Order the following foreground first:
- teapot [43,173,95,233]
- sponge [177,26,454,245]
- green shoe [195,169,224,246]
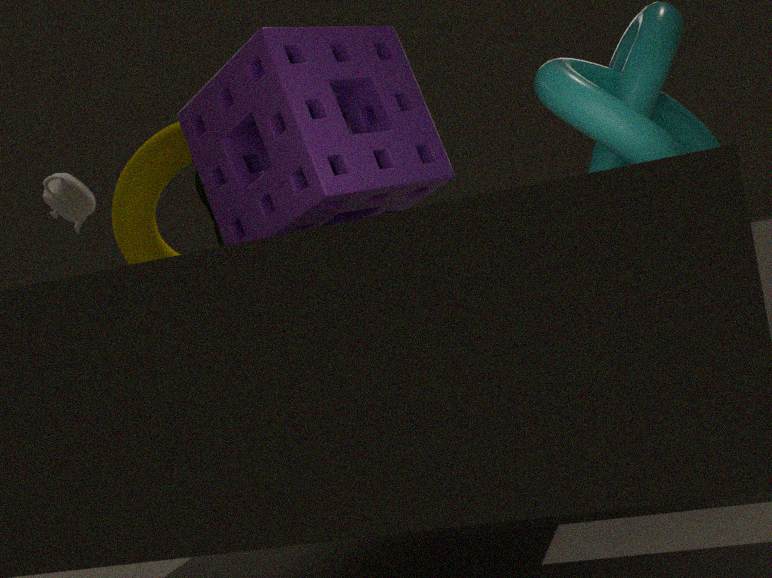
sponge [177,26,454,245] → green shoe [195,169,224,246] → teapot [43,173,95,233]
